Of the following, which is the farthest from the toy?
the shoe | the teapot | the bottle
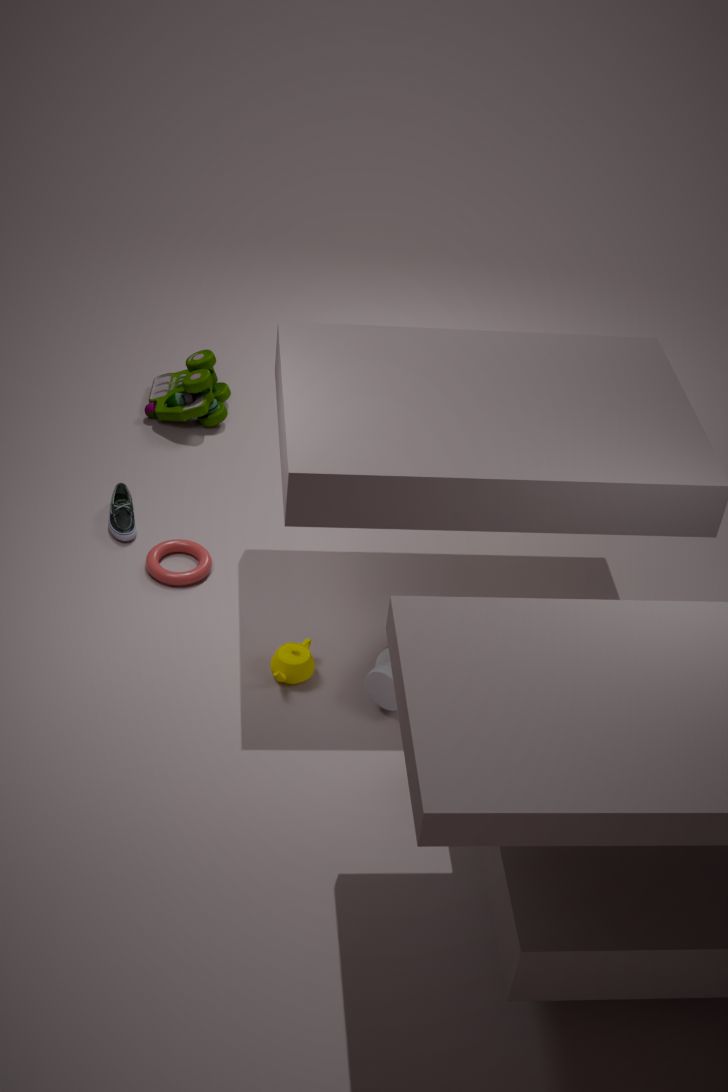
the bottle
